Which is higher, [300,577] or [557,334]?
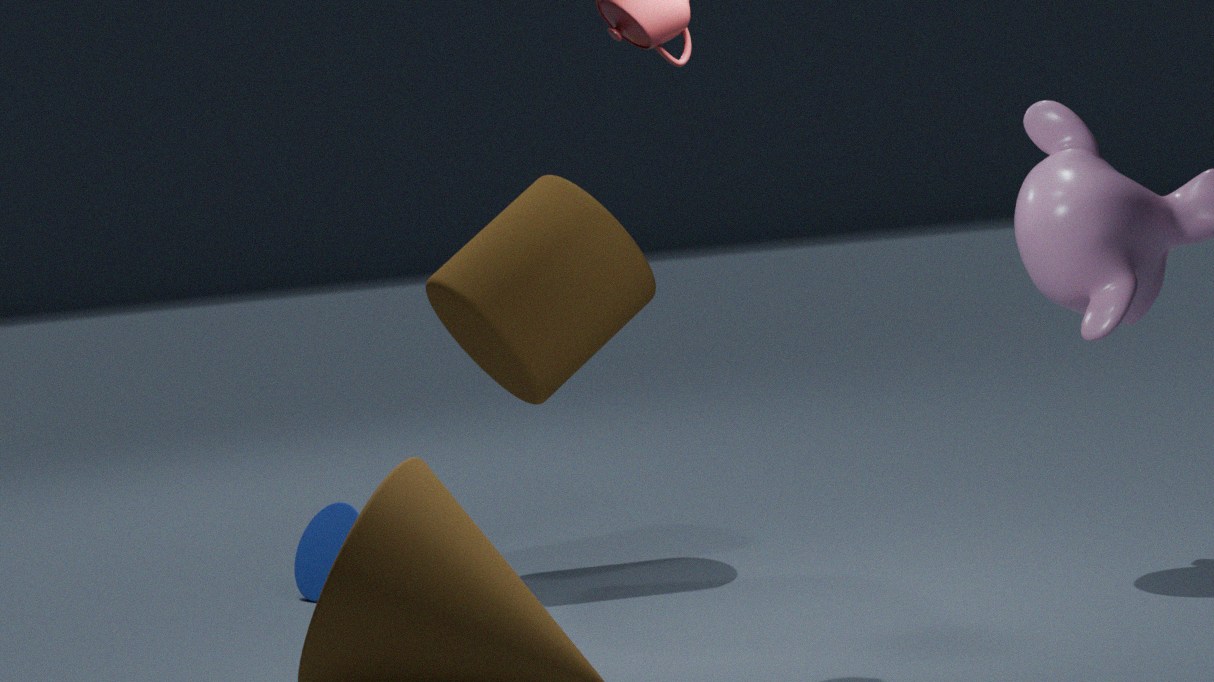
[557,334]
